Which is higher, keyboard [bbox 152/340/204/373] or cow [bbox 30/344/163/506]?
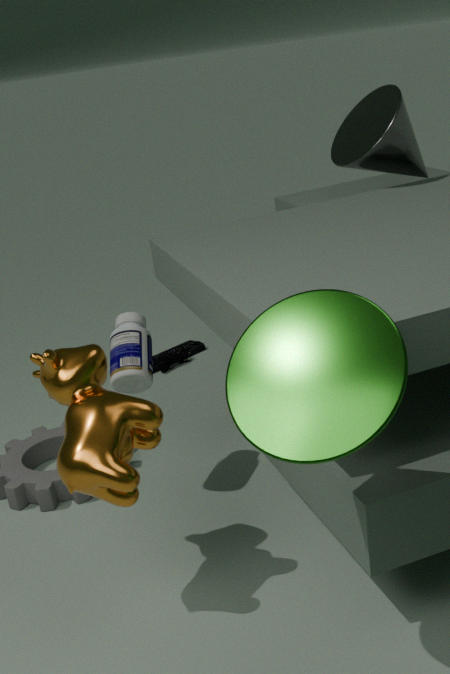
cow [bbox 30/344/163/506]
